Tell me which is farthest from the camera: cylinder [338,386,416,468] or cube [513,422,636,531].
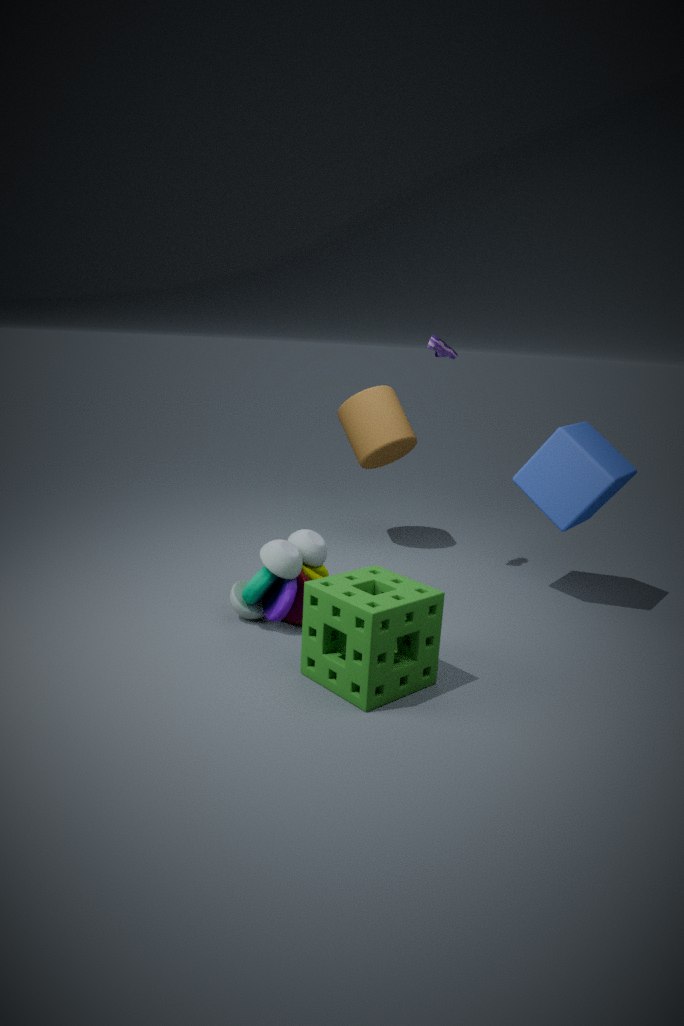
cylinder [338,386,416,468]
